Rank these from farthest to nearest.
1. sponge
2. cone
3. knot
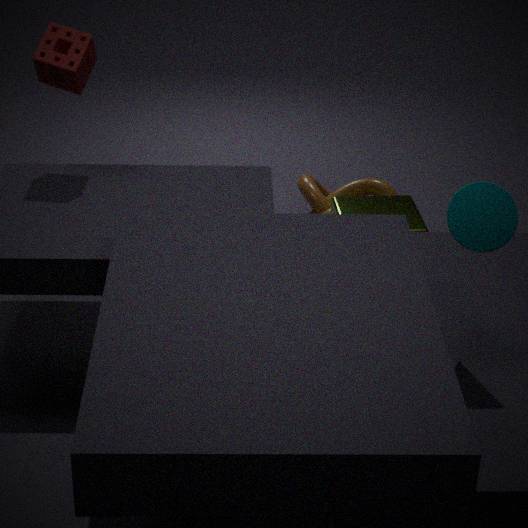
knot
sponge
cone
